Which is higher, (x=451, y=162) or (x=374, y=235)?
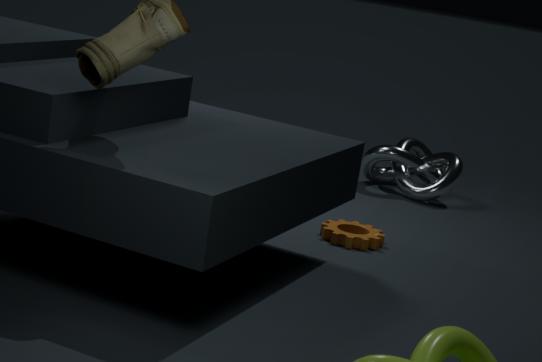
(x=451, y=162)
